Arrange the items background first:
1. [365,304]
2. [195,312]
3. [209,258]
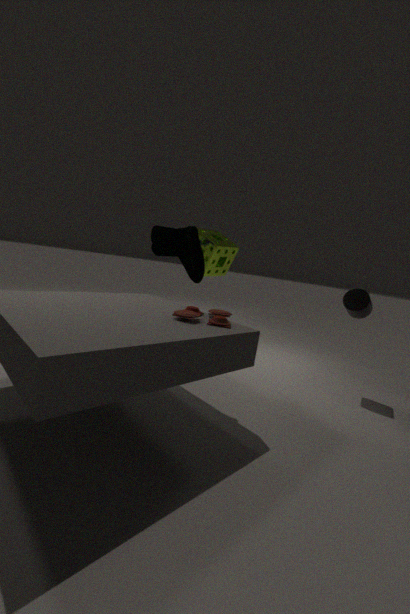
[209,258] → [365,304] → [195,312]
